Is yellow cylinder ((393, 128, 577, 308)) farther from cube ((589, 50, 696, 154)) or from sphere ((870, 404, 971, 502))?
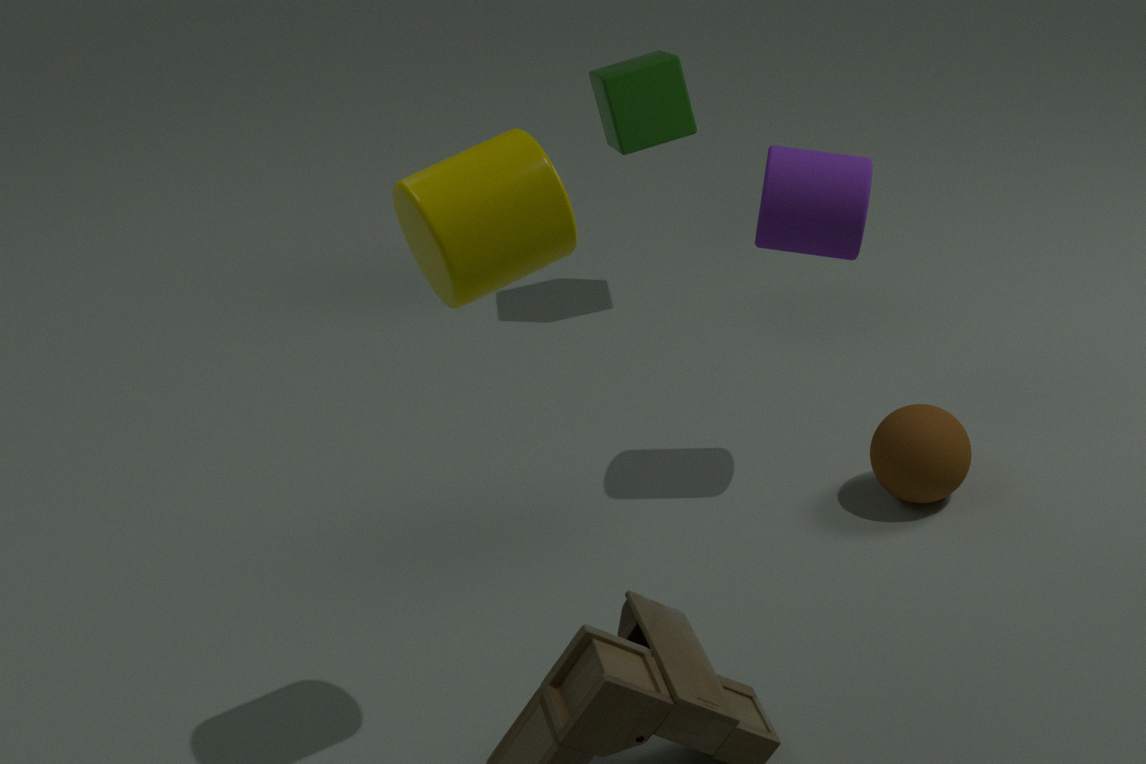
cube ((589, 50, 696, 154))
